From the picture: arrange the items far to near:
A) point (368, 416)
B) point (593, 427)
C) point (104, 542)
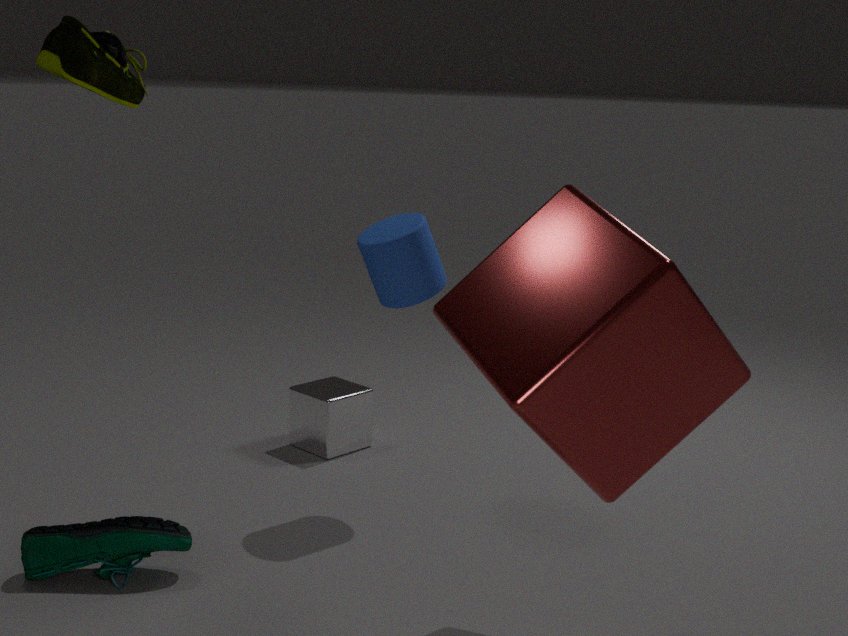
point (368, 416) → point (104, 542) → point (593, 427)
